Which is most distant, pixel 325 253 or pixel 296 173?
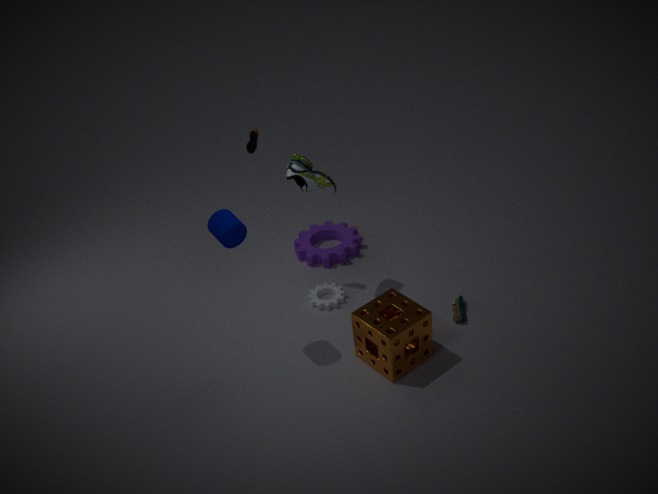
pixel 325 253
